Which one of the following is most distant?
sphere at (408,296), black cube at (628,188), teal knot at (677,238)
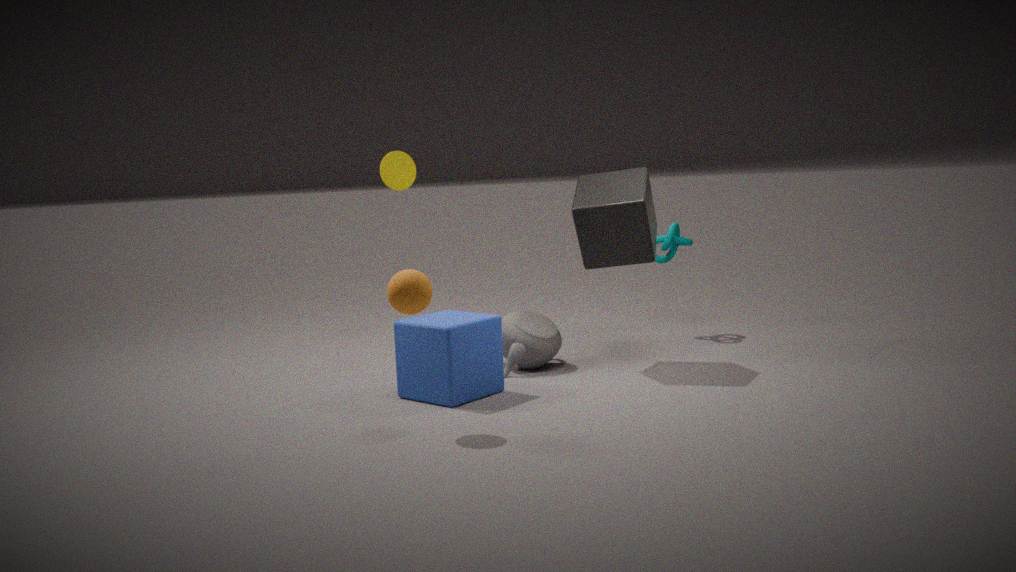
teal knot at (677,238)
